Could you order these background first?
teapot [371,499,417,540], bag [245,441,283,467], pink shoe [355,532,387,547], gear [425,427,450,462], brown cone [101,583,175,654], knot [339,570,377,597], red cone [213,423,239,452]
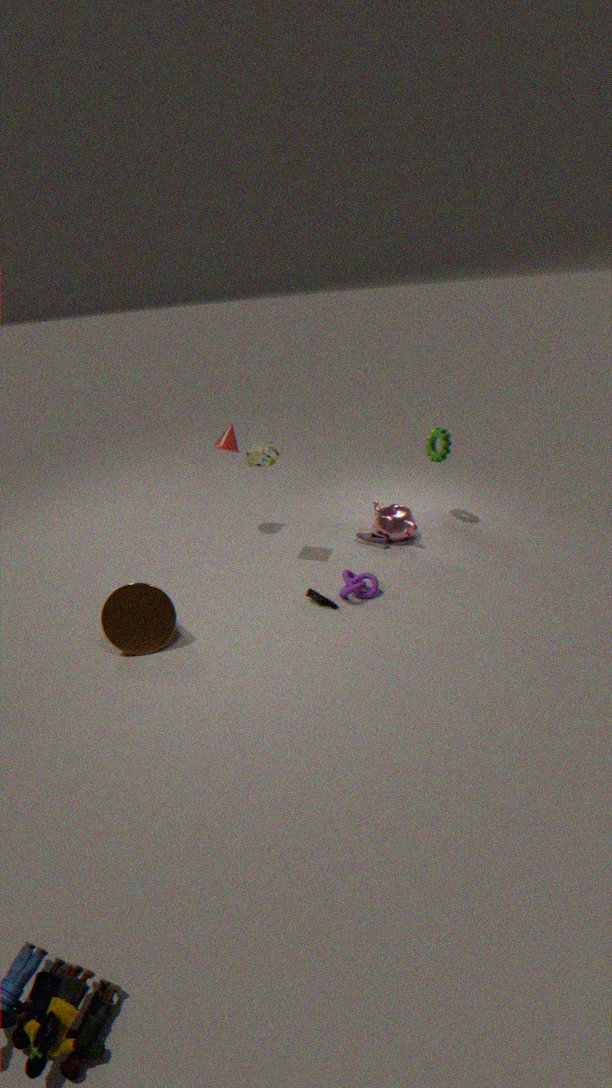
red cone [213,423,239,452]
gear [425,427,450,462]
pink shoe [355,532,387,547]
teapot [371,499,417,540]
bag [245,441,283,467]
knot [339,570,377,597]
brown cone [101,583,175,654]
